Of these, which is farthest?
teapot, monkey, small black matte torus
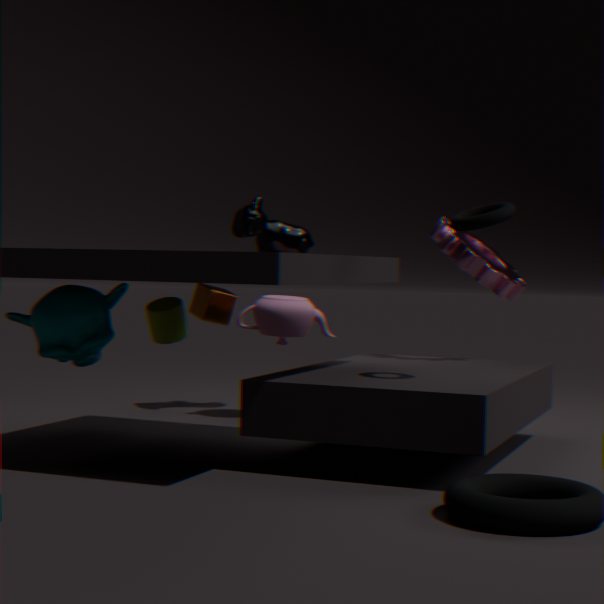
teapot
